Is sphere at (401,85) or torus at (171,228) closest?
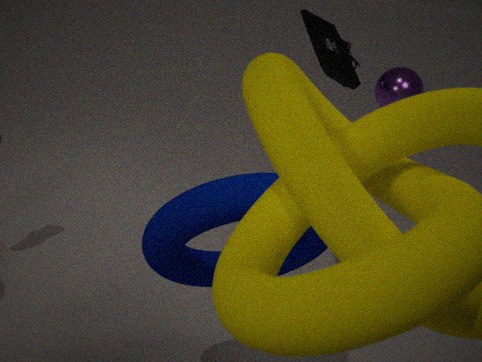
torus at (171,228)
